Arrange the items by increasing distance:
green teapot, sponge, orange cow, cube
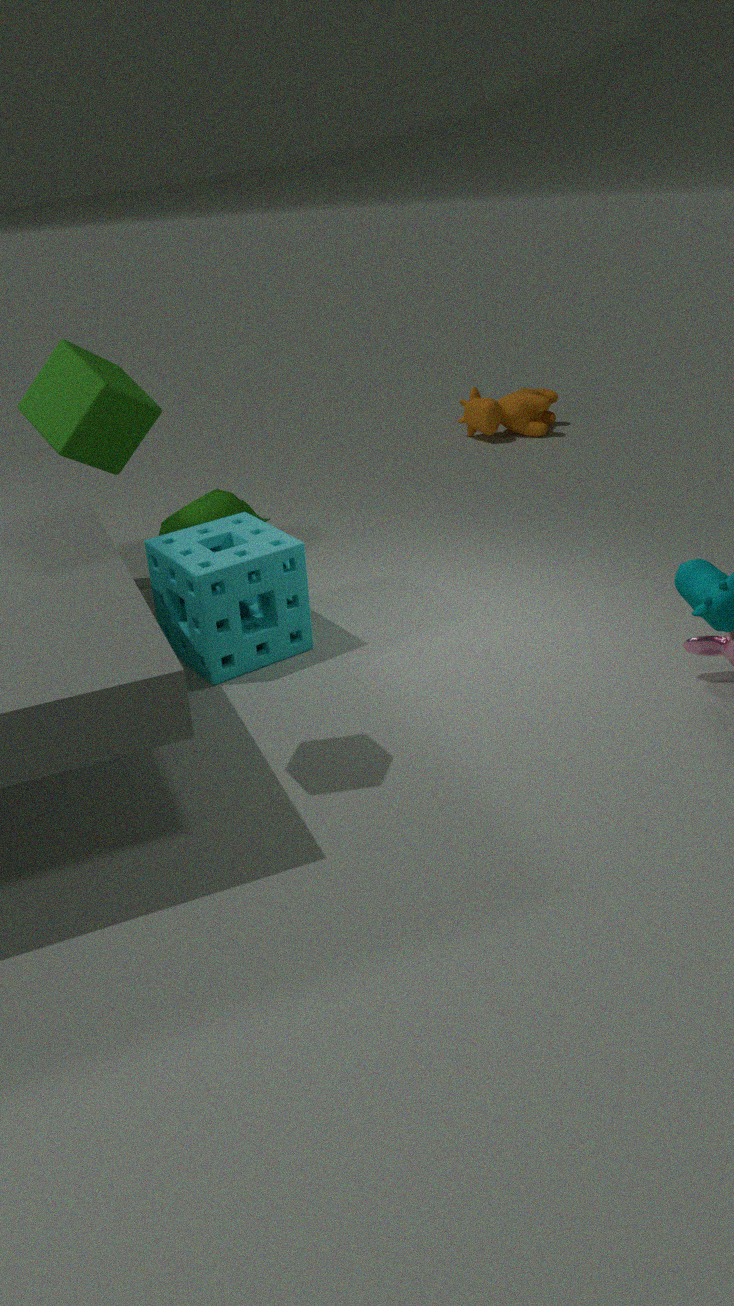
1. cube
2. sponge
3. green teapot
4. orange cow
